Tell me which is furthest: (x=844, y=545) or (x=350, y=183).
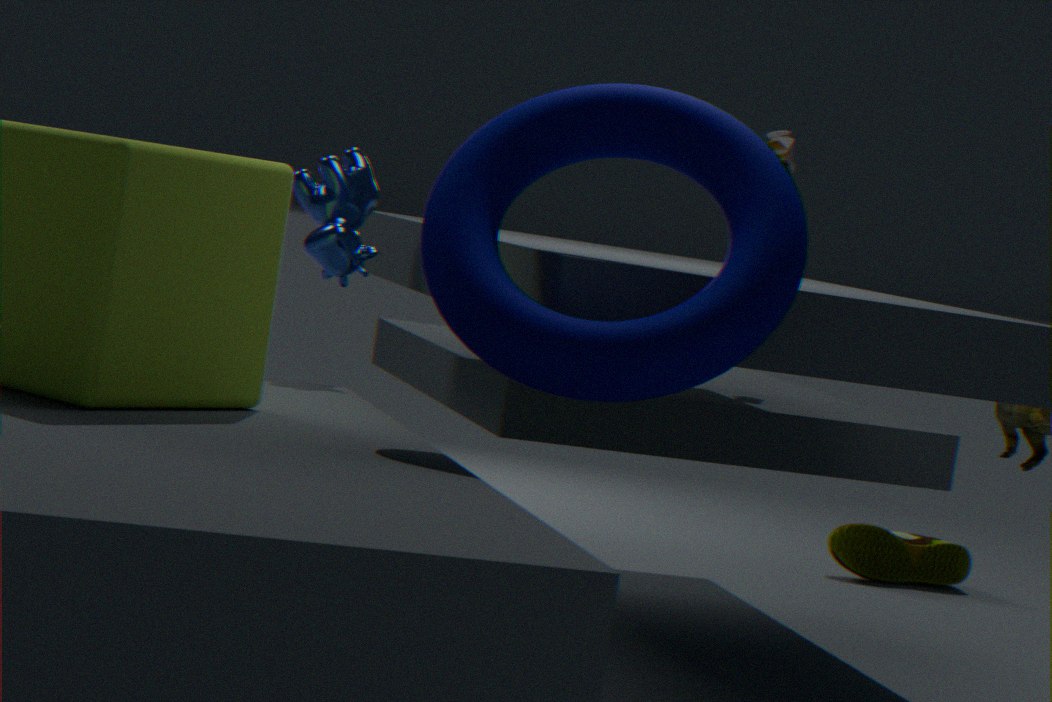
(x=844, y=545)
